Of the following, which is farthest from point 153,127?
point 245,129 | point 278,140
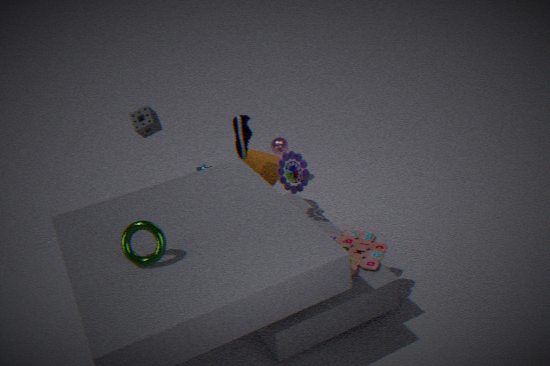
point 278,140
